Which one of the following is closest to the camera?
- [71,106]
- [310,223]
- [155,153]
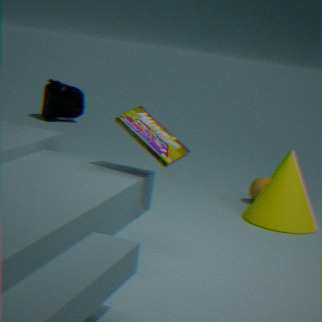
[155,153]
